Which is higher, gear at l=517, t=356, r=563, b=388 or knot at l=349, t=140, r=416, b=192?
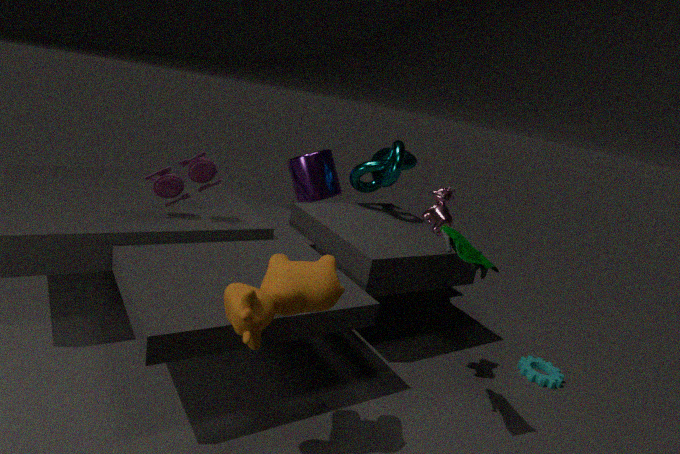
knot at l=349, t=140, r=416, b=192
